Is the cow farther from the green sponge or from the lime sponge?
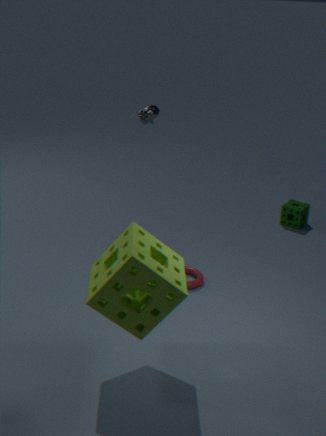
the lime sponge
